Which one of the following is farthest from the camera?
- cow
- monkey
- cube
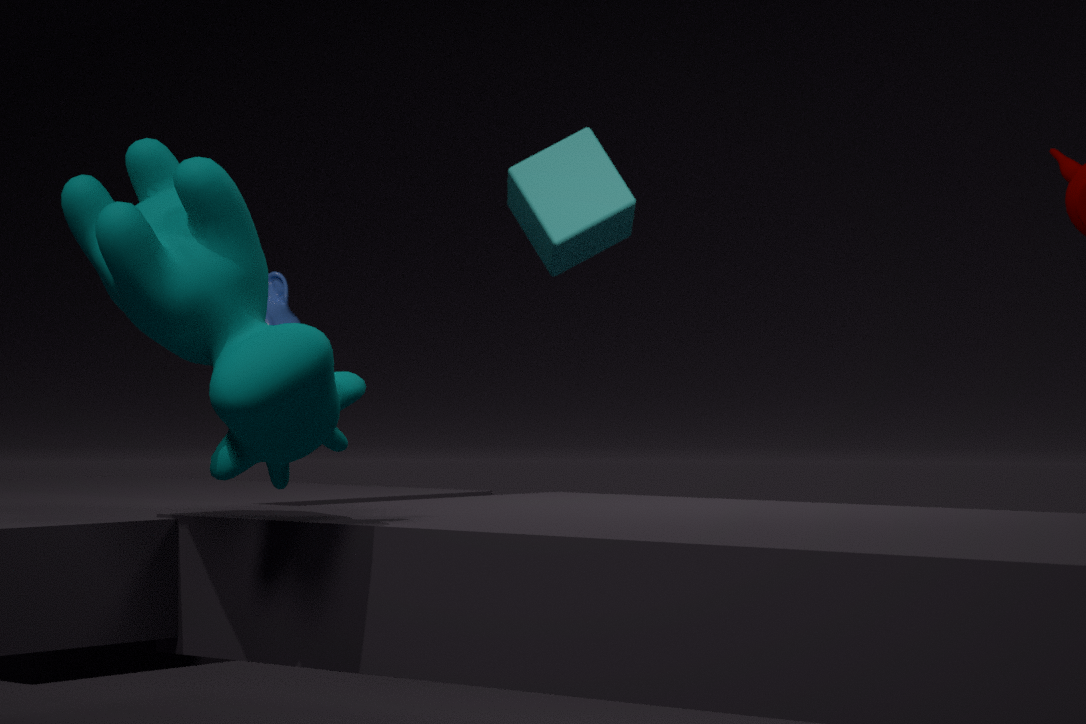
monkey
